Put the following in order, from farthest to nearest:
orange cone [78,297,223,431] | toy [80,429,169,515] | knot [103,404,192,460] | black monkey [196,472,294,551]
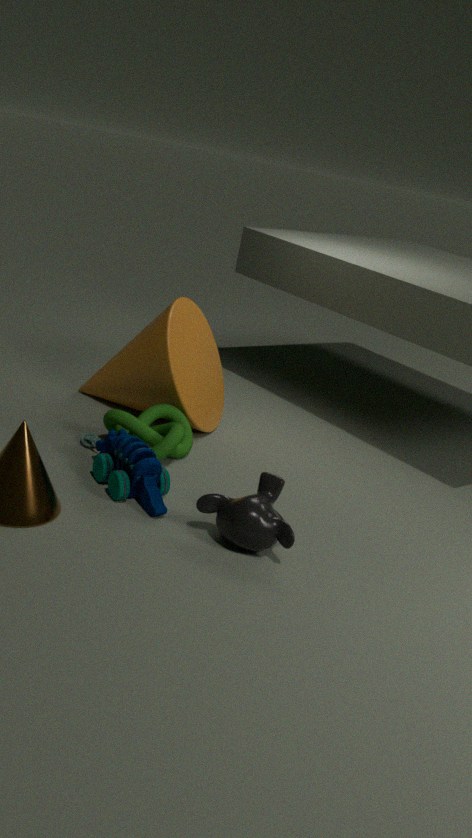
orange cone [78,297,223,431] → knot [103,404,192,460] → toy [80,429,169,515] → black monkey [196,472,294,551]
